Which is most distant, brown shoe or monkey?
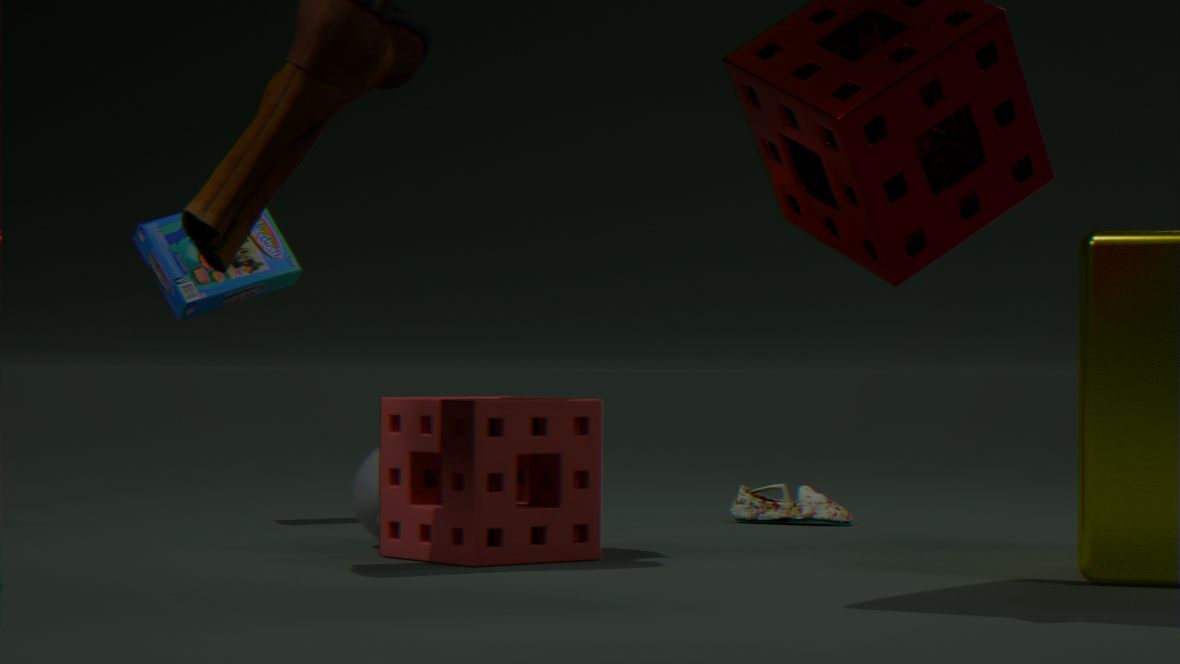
brown shoe
